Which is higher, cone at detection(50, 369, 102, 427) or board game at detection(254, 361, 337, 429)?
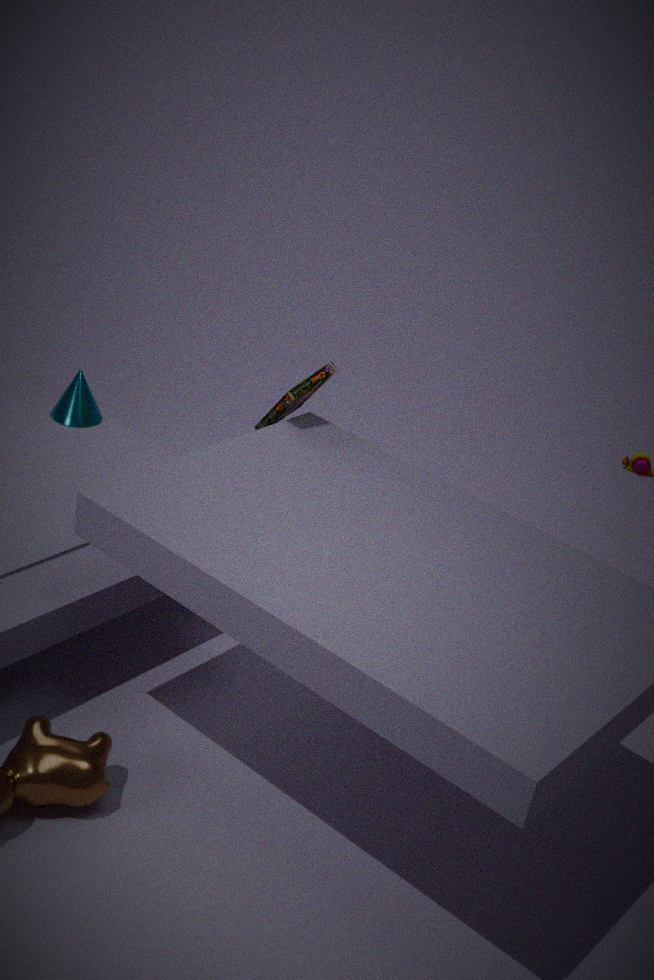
board game at detection(254, 361, 337, 429)
